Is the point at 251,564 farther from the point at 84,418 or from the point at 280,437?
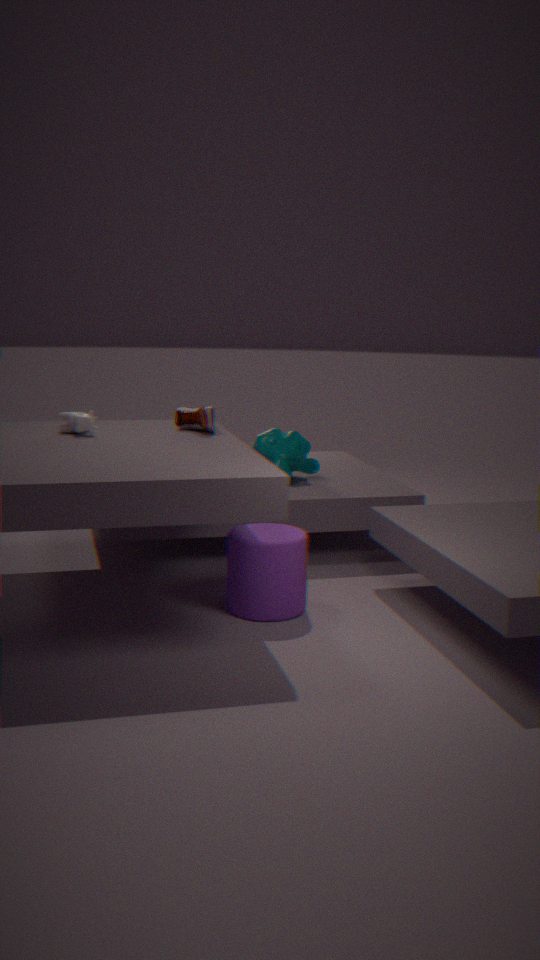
the point at 280,437
